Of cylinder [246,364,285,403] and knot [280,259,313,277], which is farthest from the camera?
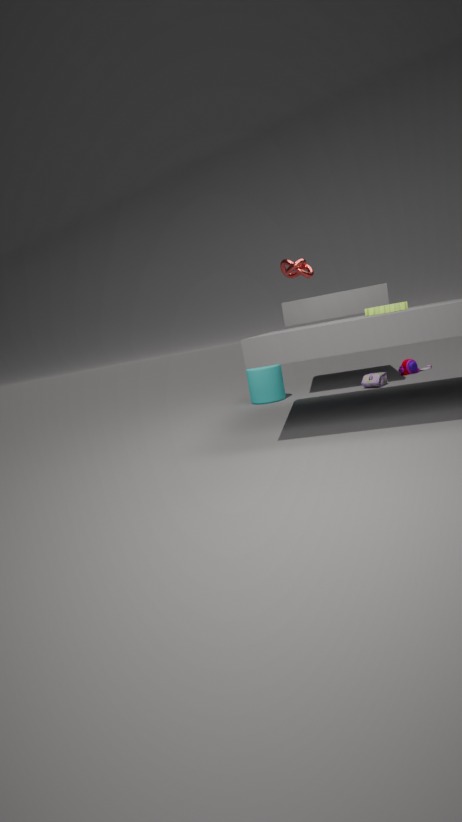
cylinder [246,364,285,403]
